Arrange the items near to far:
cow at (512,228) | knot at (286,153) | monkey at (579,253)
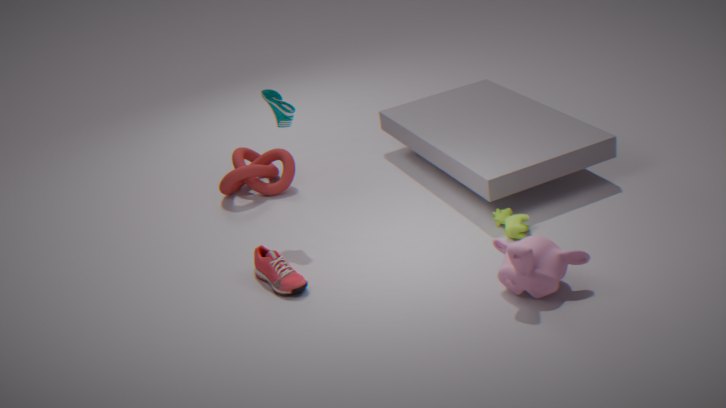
monkey at (579,253) < cow at (512,228) < knot at (286,153)
